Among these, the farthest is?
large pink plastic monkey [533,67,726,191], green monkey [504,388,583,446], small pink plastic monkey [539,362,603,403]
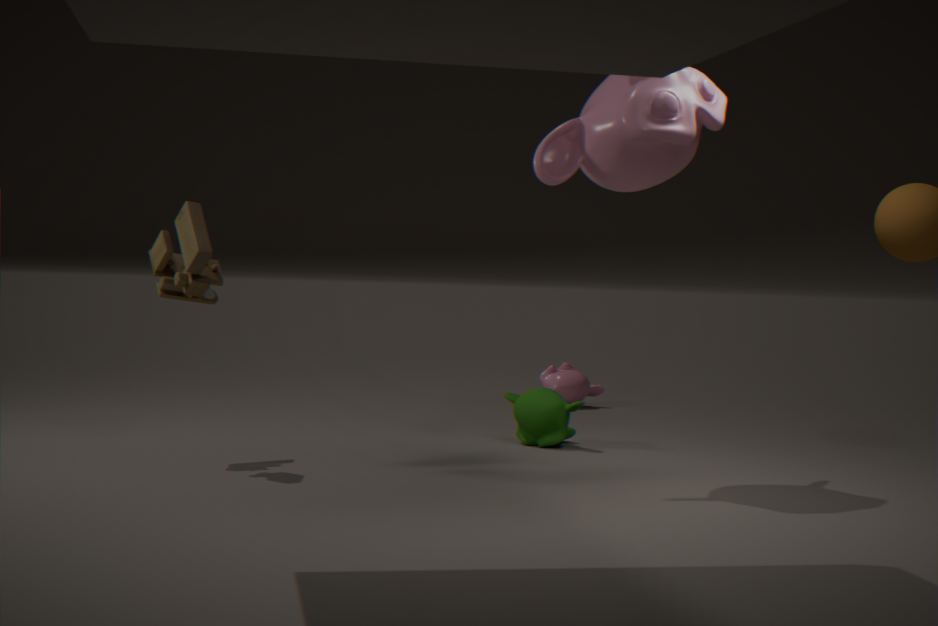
small pink plastic monkey [539,362,603,403]
